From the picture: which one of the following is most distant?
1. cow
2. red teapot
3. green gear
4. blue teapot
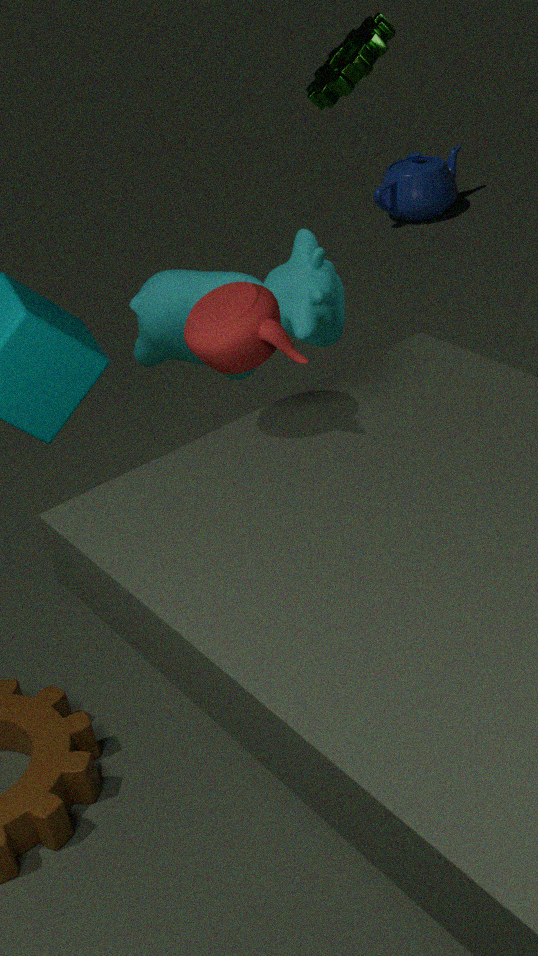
blue teapot
